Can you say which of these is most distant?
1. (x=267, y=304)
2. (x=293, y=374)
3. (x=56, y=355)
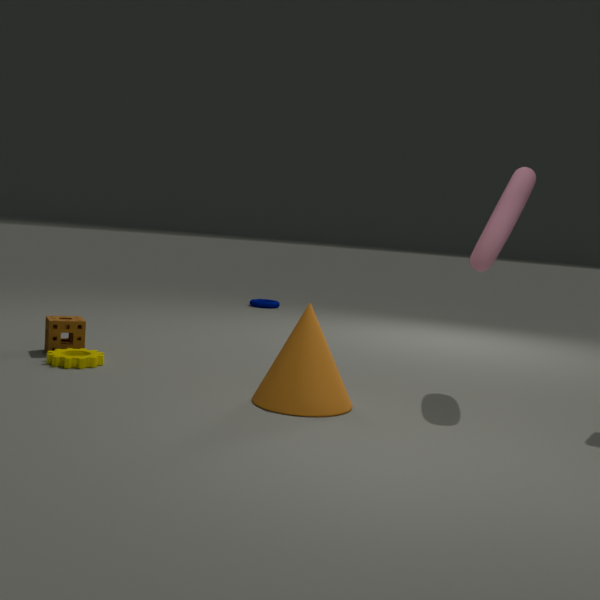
(x=267, y=304)
